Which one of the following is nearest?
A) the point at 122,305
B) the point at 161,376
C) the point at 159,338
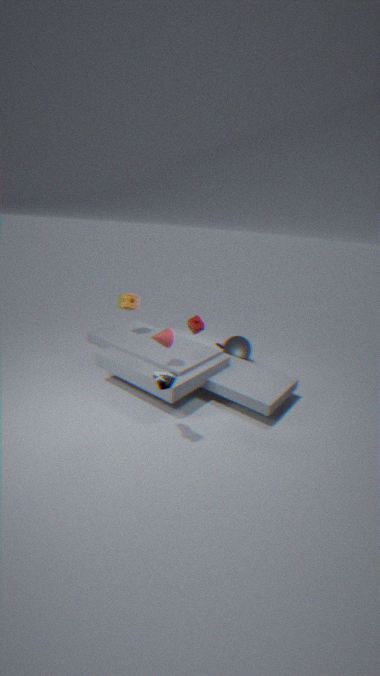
the point at 161,376
